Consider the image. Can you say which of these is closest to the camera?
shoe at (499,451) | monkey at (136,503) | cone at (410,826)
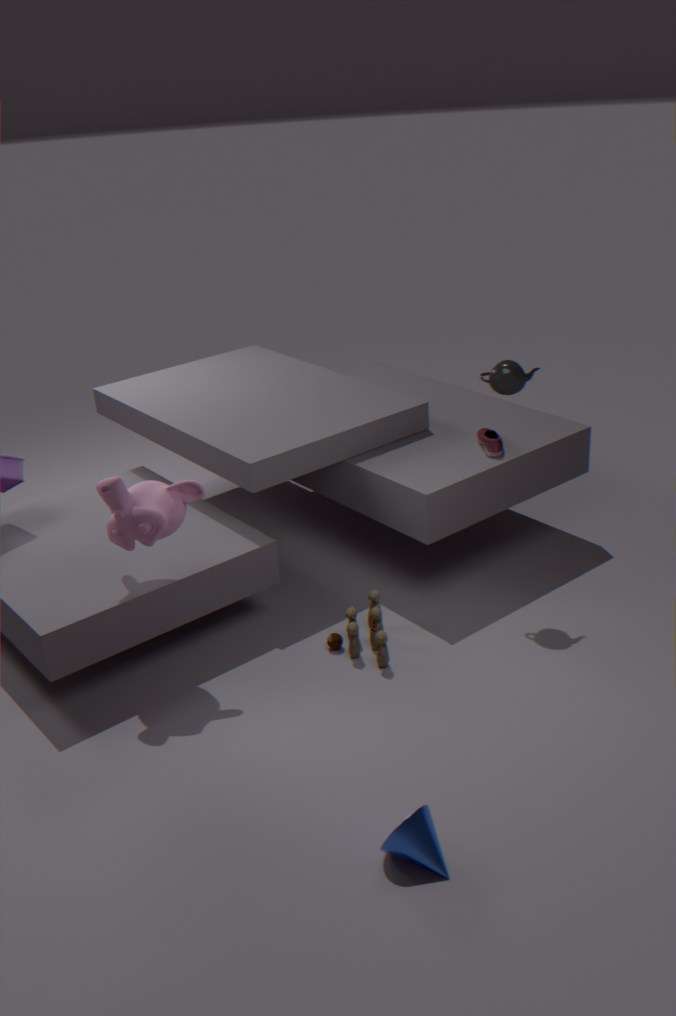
cone at (410,826)
